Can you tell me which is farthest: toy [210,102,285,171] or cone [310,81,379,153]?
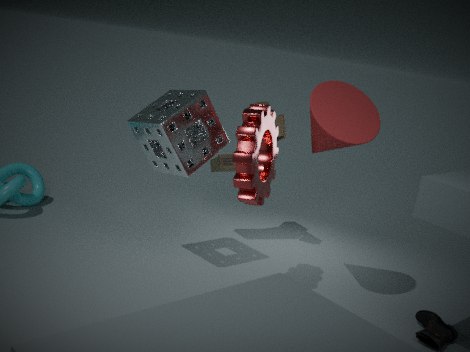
toy [210,102,285,171]
